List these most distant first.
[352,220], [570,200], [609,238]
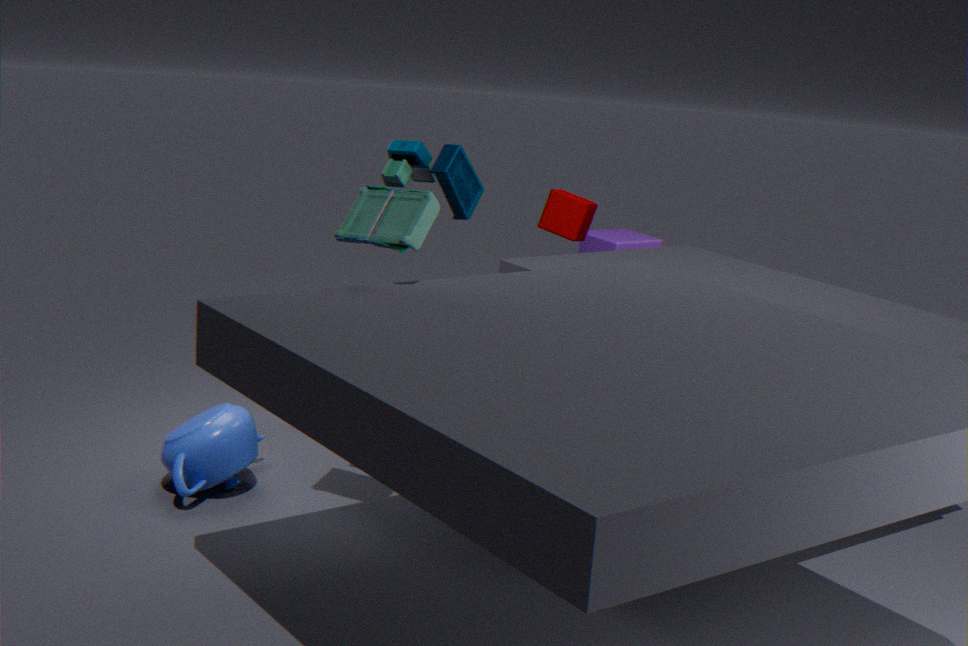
[609,238] → [570,200] → [352,220]
